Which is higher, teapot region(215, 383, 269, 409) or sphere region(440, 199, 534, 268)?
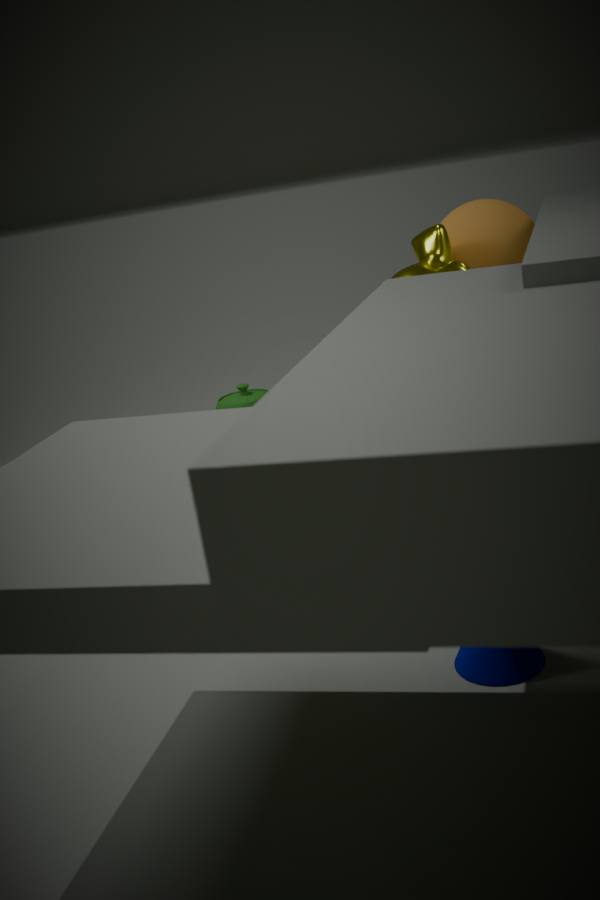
sphere region(440, 199, 534, 268)
